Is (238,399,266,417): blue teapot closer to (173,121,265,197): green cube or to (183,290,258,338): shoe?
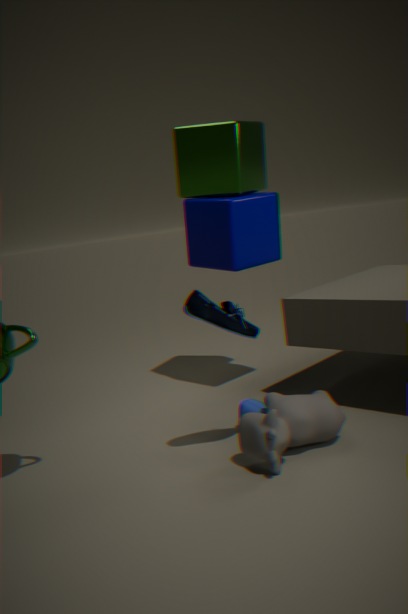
(183,290,258,338): shoe
